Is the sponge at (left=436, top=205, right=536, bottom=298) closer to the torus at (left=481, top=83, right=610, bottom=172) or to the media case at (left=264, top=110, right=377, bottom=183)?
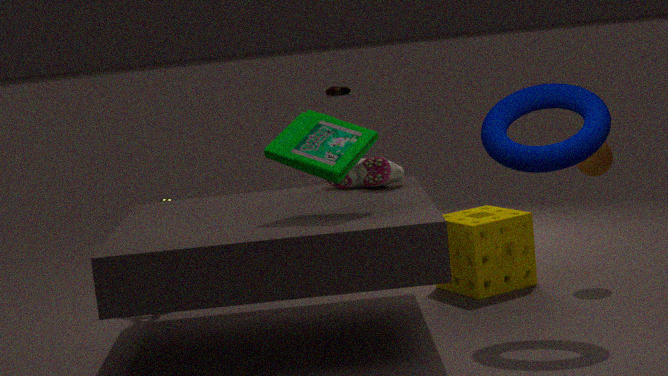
the torus at (left=481, top=83, right=610, bottom=172)
